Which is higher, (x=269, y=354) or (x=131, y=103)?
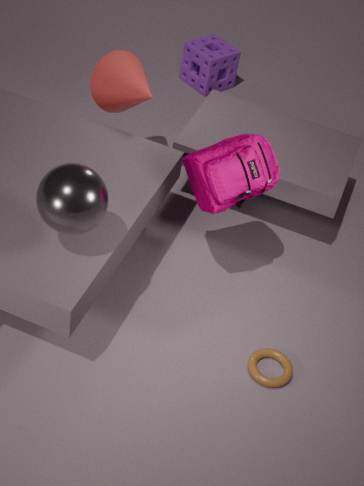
(x=131, y=103)
